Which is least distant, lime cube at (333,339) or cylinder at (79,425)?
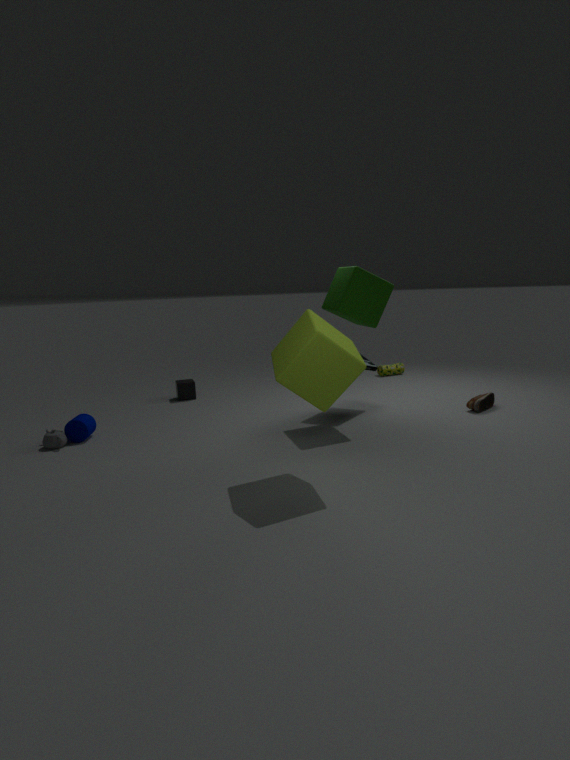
lime cube at (333,339)
